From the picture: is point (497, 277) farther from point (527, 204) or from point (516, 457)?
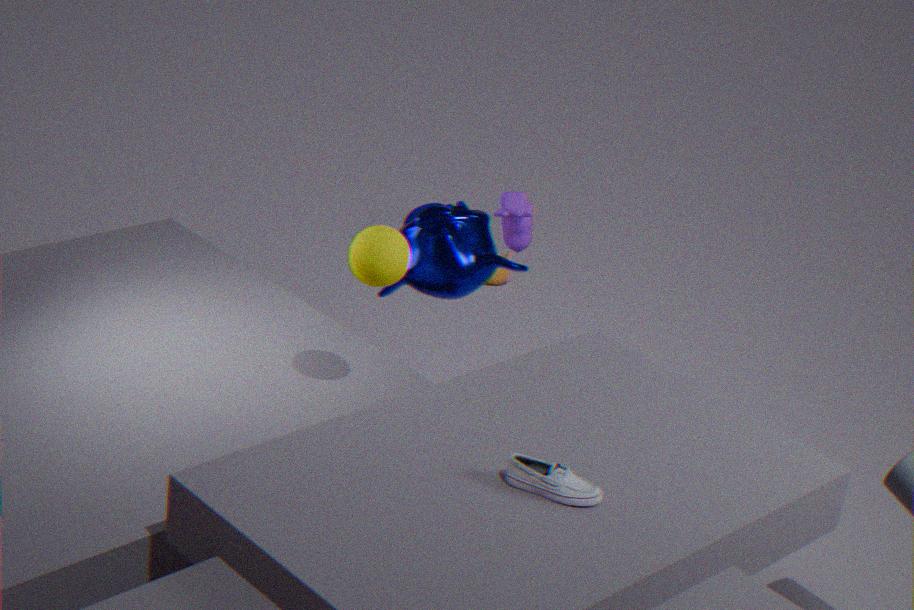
point (516, 457)
